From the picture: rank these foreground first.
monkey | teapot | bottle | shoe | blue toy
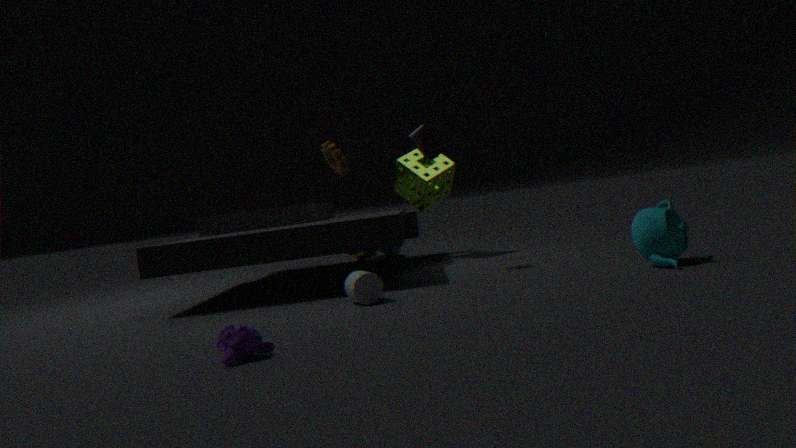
monkey
teapot
bottle
shoe
blue toy
